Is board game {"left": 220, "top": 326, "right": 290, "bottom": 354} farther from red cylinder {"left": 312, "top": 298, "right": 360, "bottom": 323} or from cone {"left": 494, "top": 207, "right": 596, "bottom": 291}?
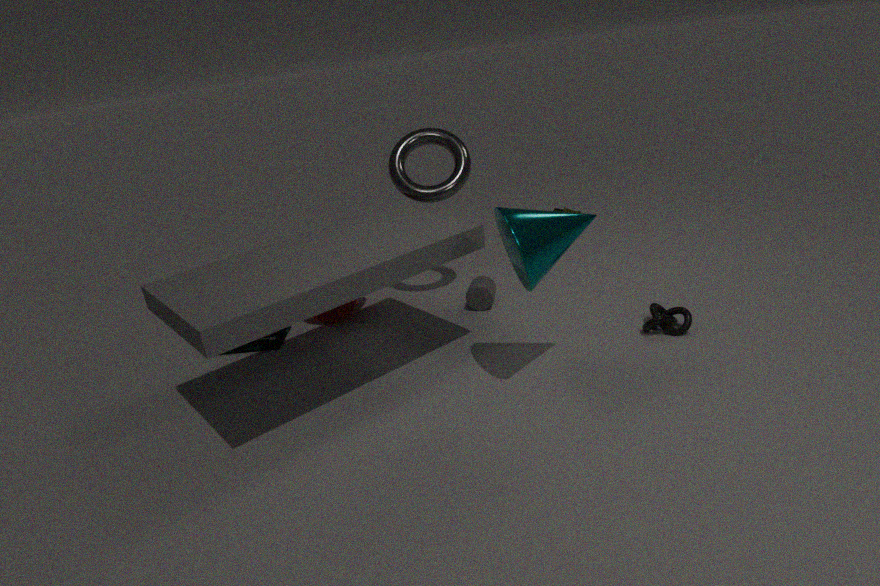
cone {"left": 494, "top": 207, "right": 596, "bottom": 291}
